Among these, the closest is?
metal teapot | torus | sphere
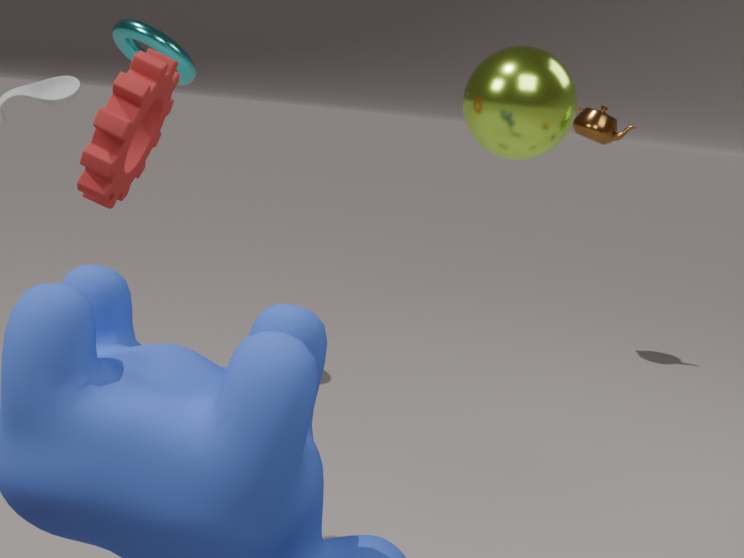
sphere
